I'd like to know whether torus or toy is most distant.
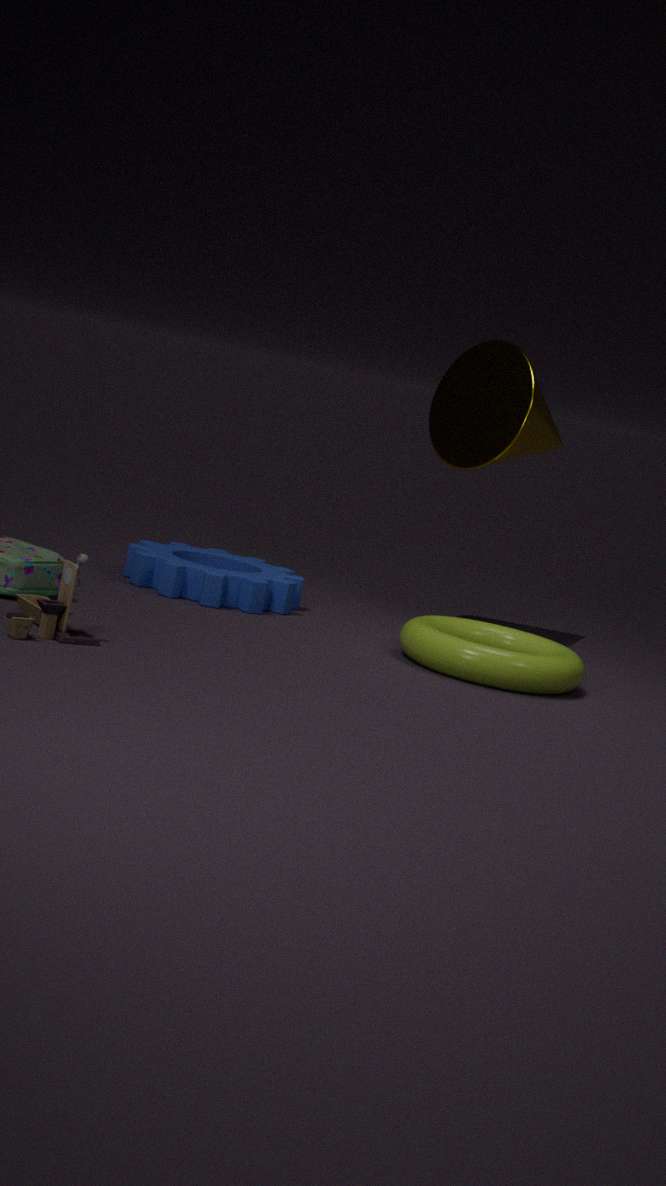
torus
